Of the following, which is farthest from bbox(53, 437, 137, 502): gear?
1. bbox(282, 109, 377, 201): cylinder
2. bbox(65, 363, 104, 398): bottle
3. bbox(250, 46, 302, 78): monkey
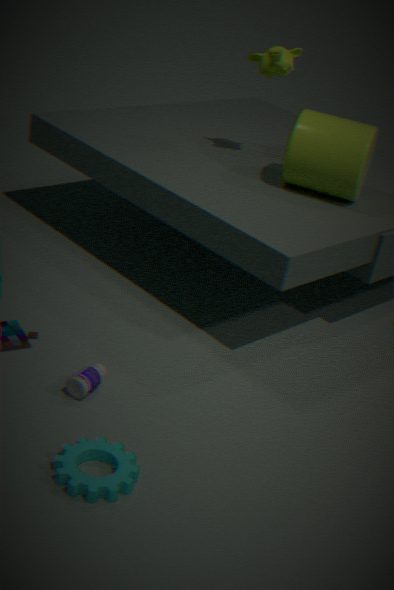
bbox(250, 46, 302, 78): monkey
